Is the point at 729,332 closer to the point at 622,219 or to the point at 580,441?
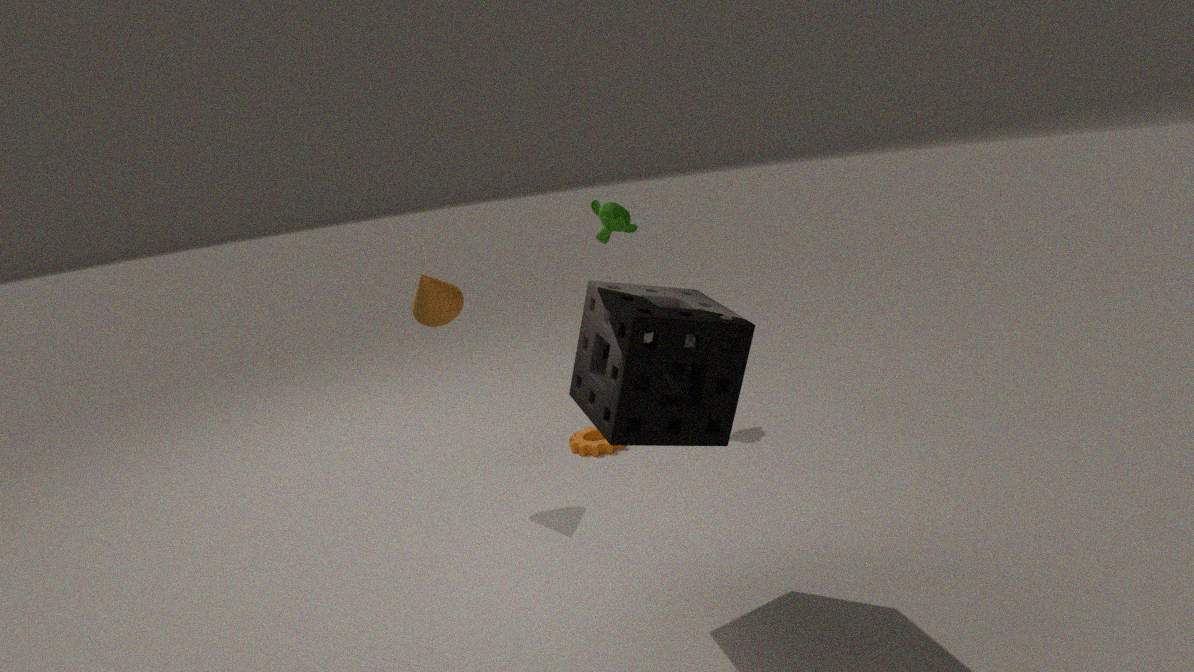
the point at 580,441
